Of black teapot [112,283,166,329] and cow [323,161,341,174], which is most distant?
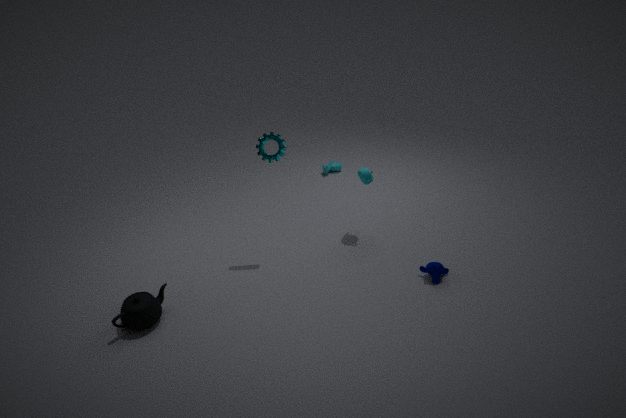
cow [323,161,341,174]
